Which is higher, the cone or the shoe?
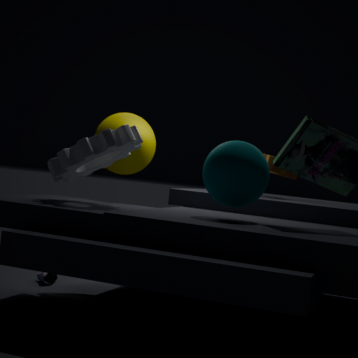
the cone
